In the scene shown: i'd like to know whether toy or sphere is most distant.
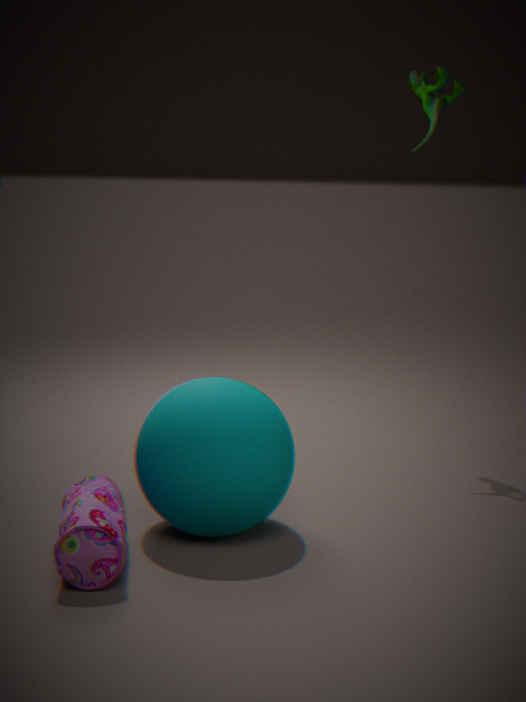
toy
